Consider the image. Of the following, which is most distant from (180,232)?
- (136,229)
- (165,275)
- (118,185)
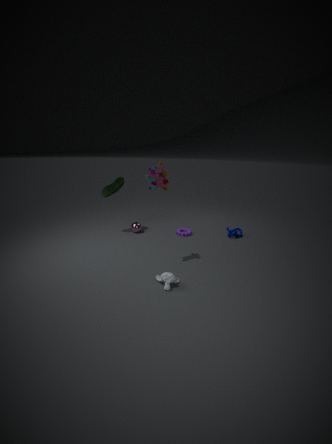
(165,275)
